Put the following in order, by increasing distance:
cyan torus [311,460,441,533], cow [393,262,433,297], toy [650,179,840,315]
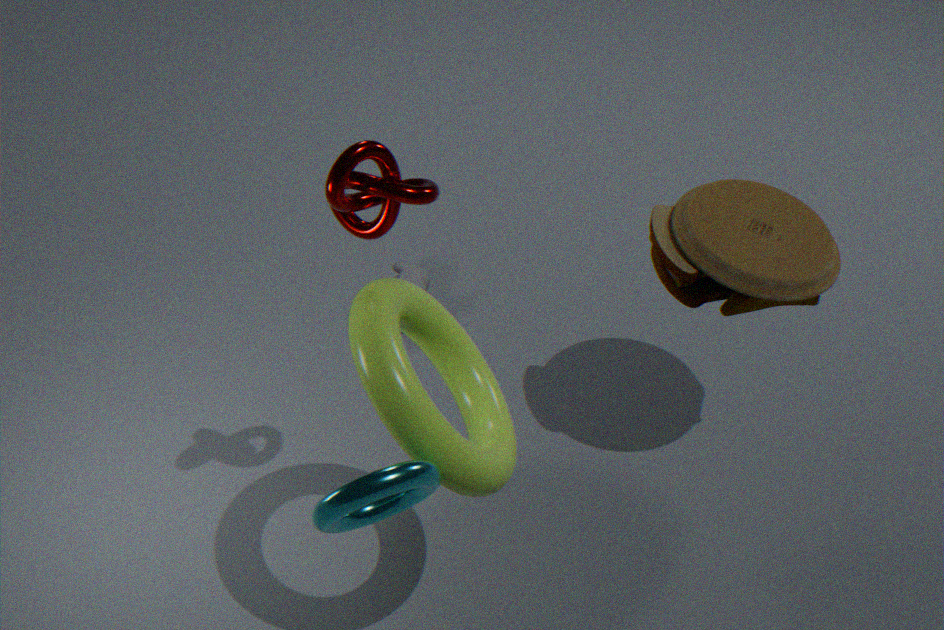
cyan torus [311,460,441,533]
toy [650,179,840,315]
cow [393,262,433,297]
